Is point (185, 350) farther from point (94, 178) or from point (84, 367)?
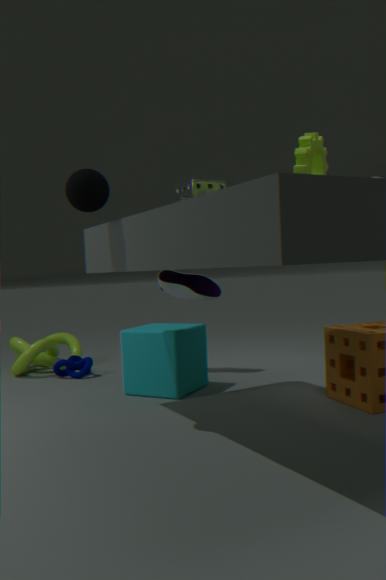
point (94, 178)
